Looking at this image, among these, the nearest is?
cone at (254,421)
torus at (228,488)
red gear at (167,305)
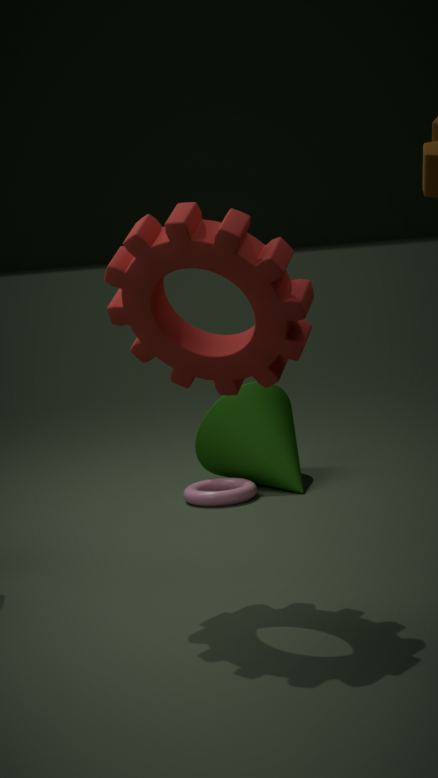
red gear at (167,305)
